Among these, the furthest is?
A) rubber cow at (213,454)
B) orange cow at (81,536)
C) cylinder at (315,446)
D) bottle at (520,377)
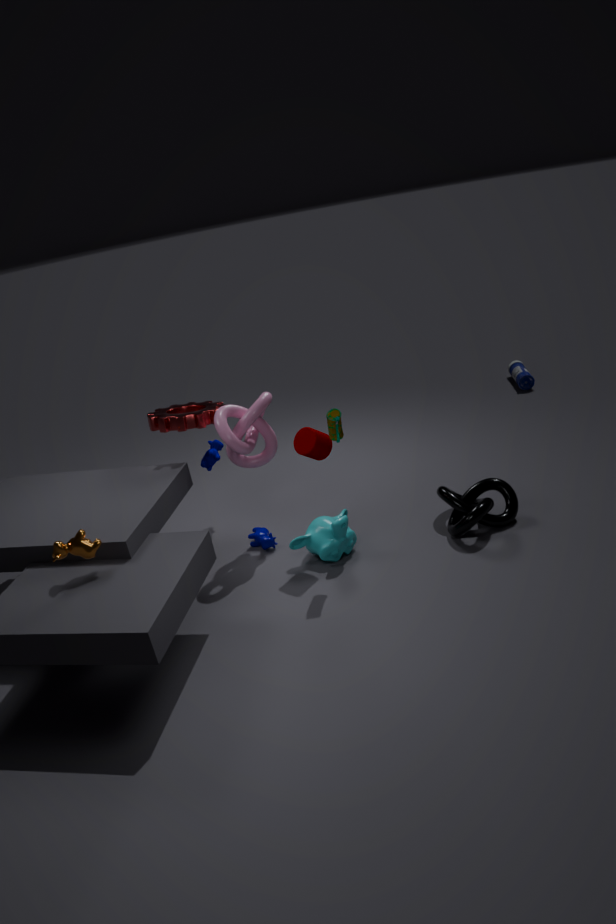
bottle at (520,377)
